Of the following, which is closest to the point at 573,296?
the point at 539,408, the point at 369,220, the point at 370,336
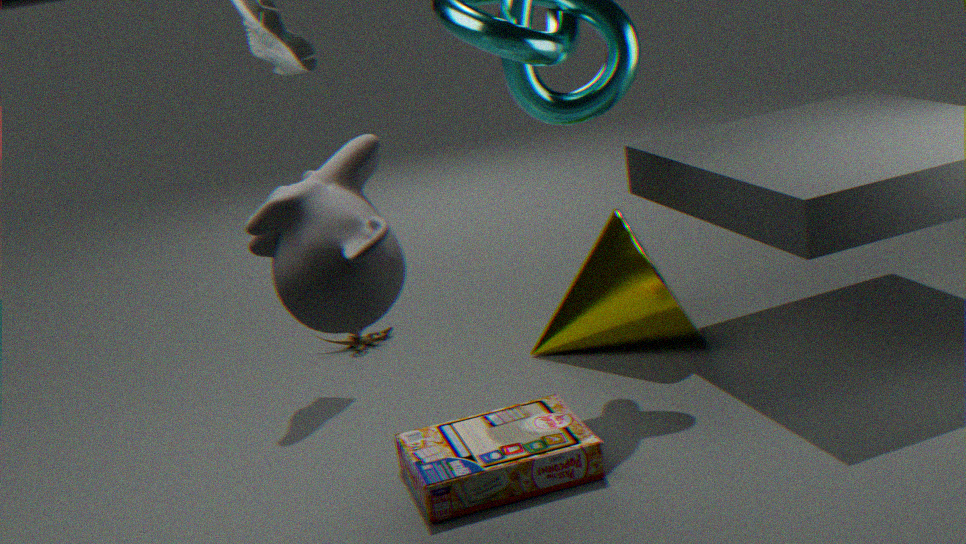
the point at 539,408
